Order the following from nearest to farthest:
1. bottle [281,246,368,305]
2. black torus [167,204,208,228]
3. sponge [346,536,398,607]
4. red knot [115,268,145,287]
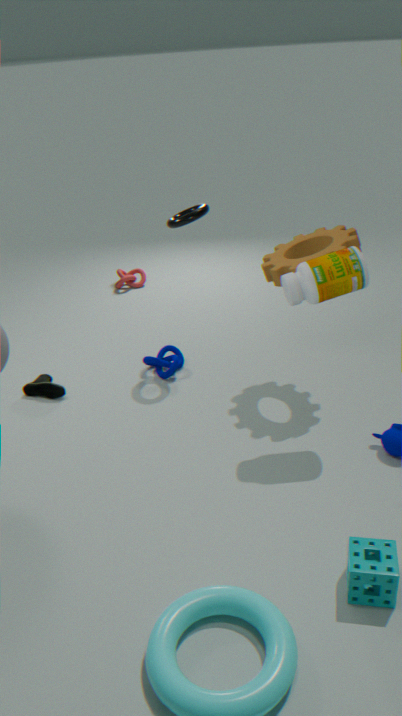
sponge [346,536,398,607]
bottle [281,246,368,305]
black torus [167,204,208,228]
red knot [115,268,145,287]
